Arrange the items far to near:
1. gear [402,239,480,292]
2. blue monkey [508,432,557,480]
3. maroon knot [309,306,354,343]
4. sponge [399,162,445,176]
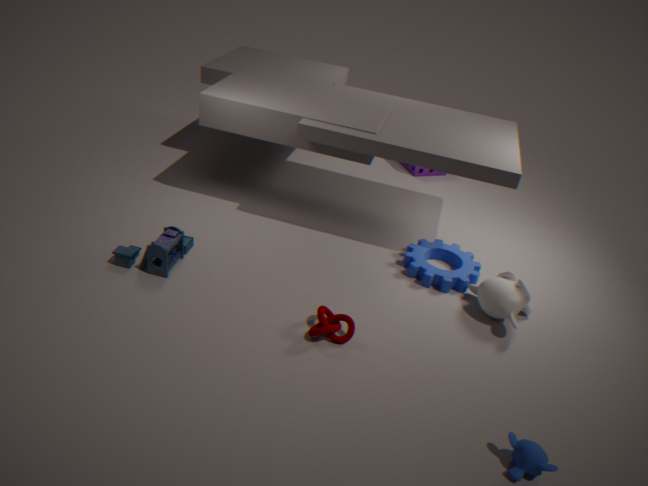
1. sponge [399,162,445,176]
2. gear [402,239,480,292]
3. maroon knot [309,306,354,343]
4. blue monkey [508,432,557,480]
